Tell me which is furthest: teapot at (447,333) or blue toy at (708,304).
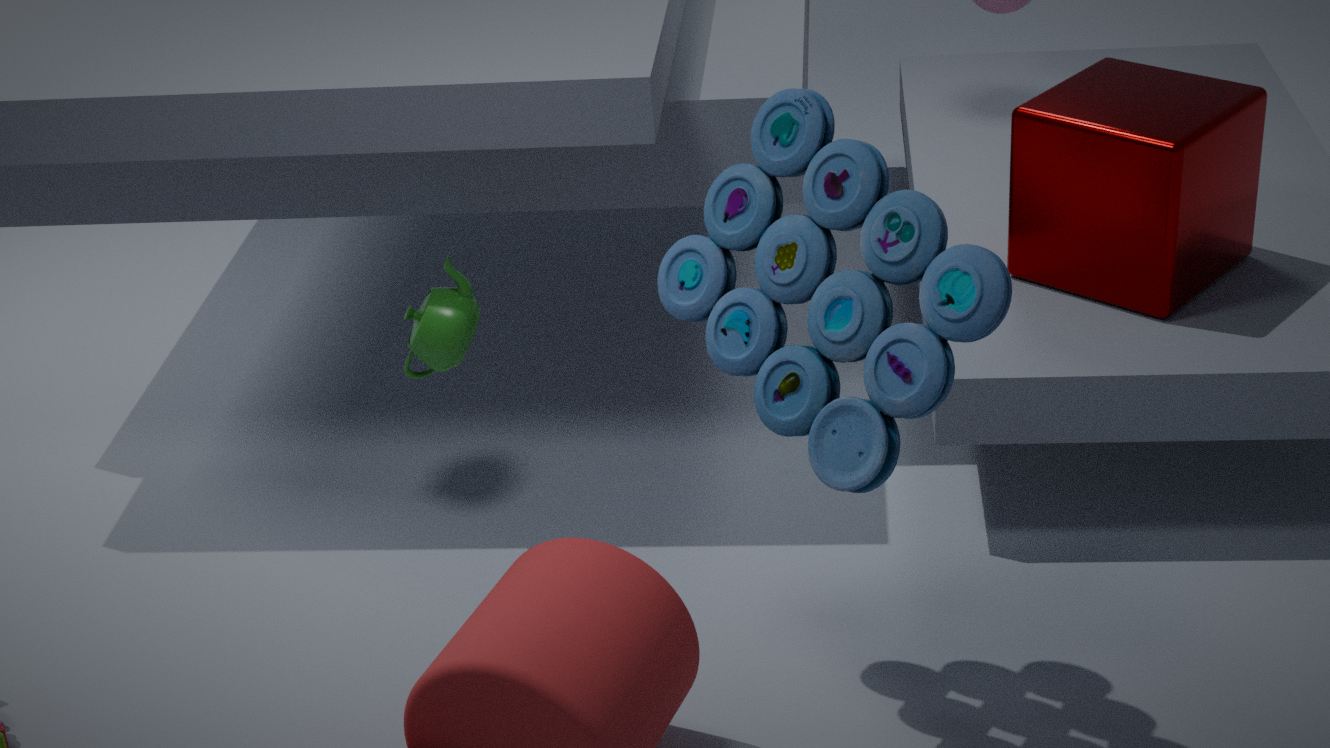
teapot at (447,333)
